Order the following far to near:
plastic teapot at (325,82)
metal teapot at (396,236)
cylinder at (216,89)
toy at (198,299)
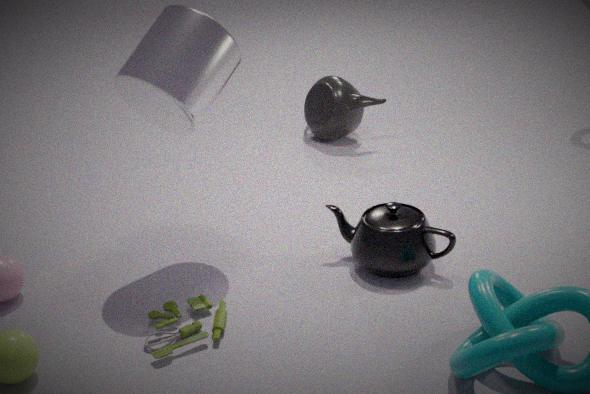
plastic teapot at (325,82) → metal teapot at (396,236) → cylinder at (216,89) → toy at (198,299)
